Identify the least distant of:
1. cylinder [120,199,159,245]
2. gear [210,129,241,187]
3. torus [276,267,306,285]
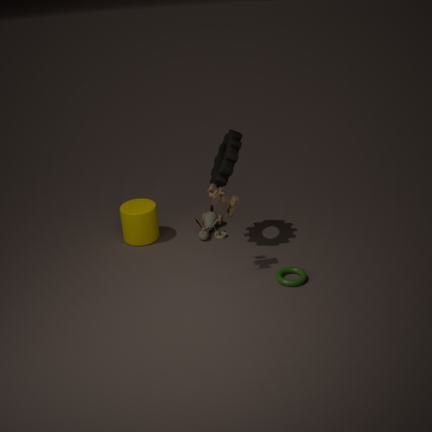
torus [276,267,306,285]
